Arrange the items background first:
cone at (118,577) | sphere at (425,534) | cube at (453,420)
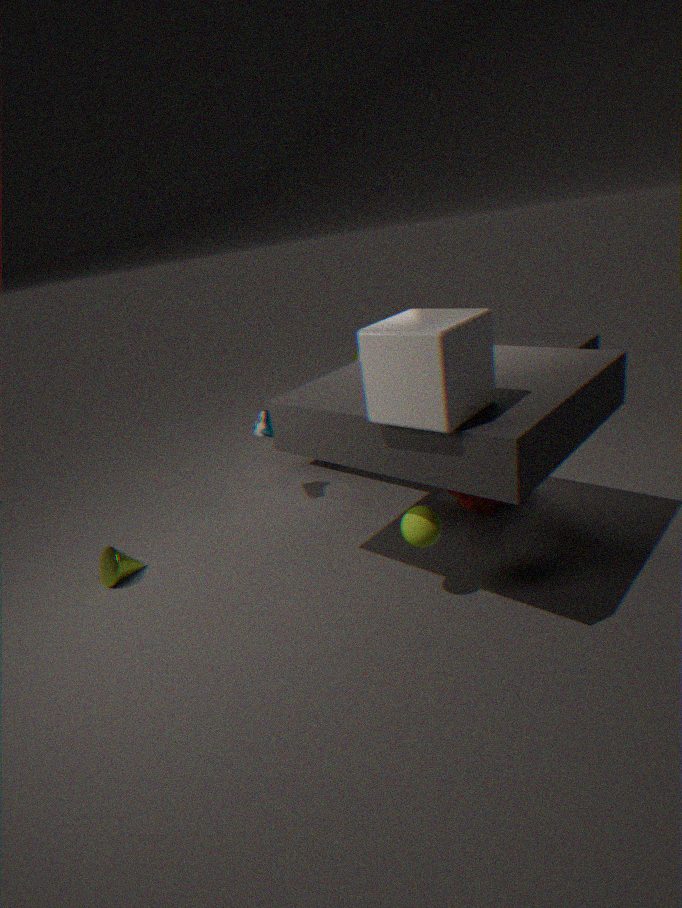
cone at (118,577), sphere at (425,534), cube at (453,420)
